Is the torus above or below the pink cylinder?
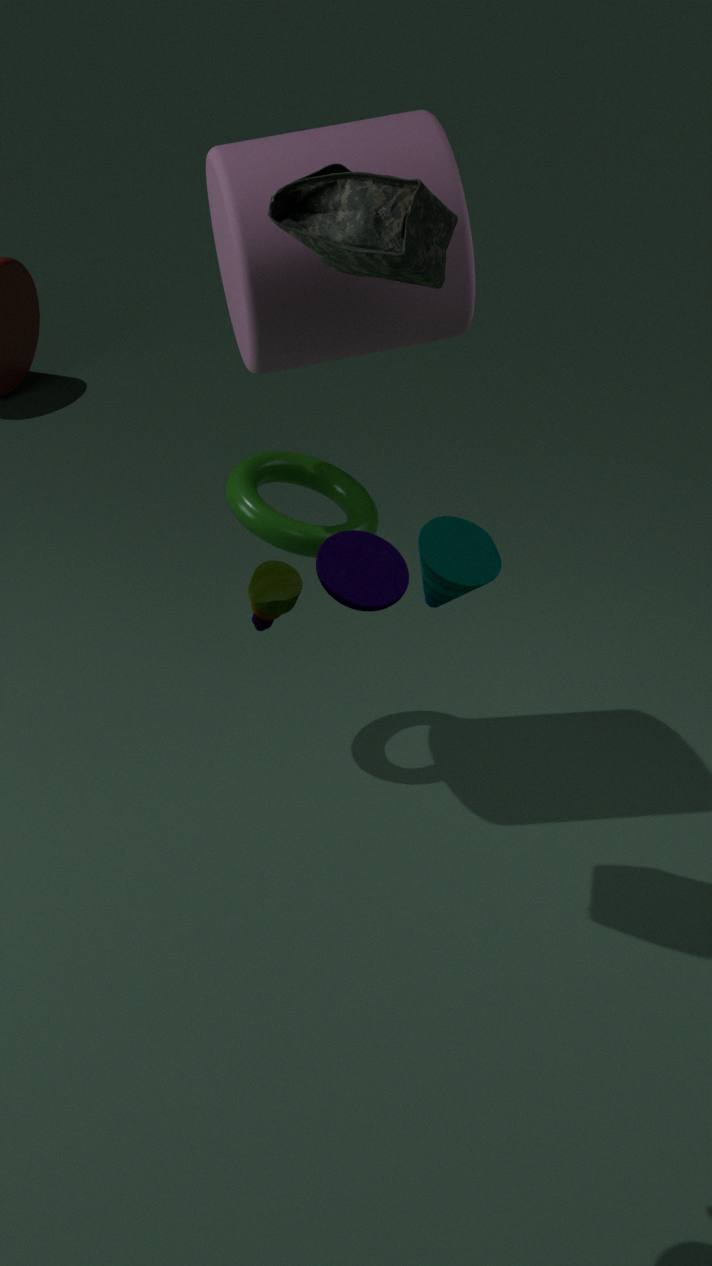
below
